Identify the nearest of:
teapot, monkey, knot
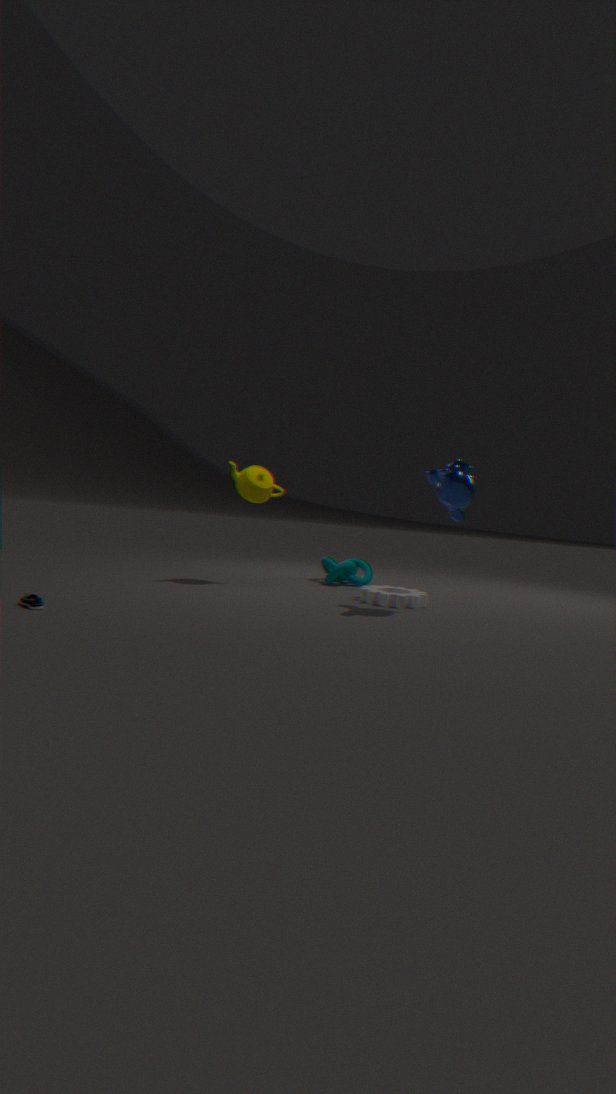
monkey
